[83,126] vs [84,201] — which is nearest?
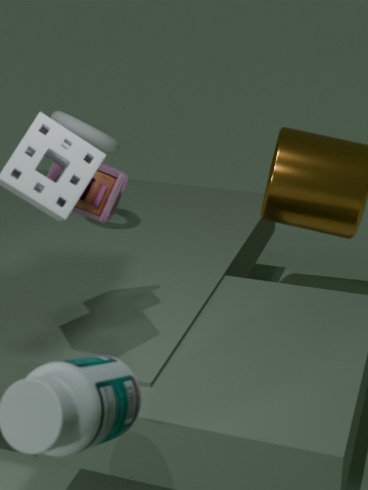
[84,201]
